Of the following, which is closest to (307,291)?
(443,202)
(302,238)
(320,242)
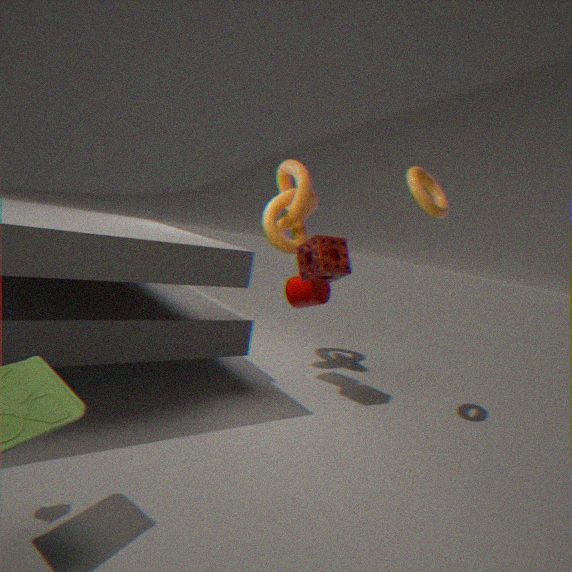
(320,242)
